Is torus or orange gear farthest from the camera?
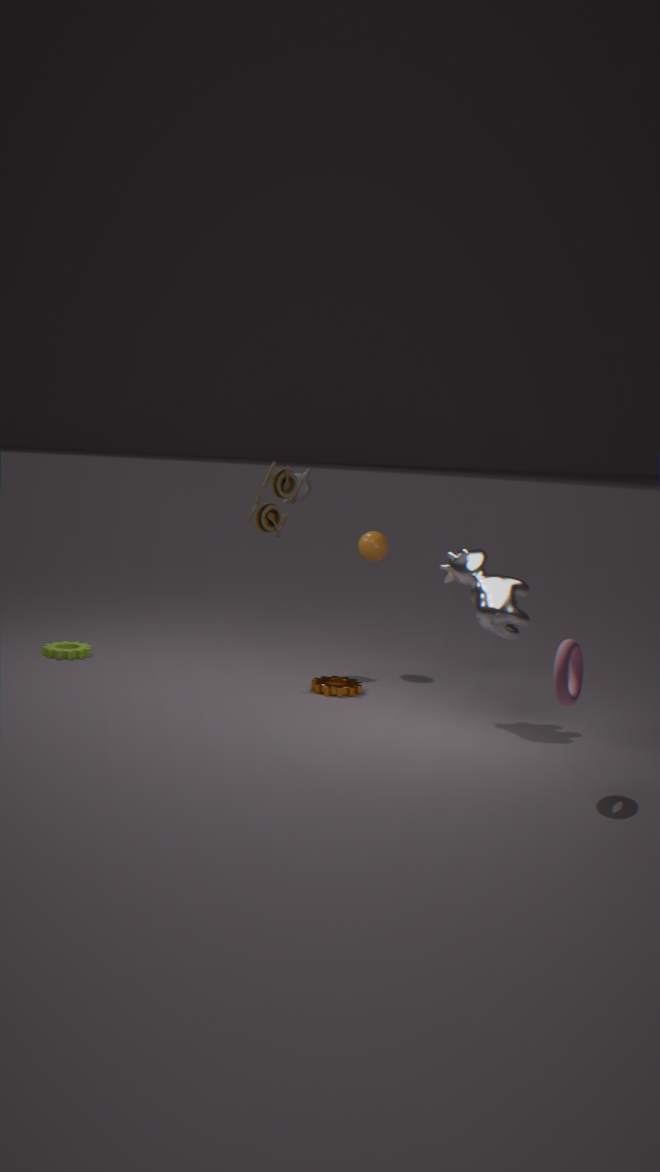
orange gear
